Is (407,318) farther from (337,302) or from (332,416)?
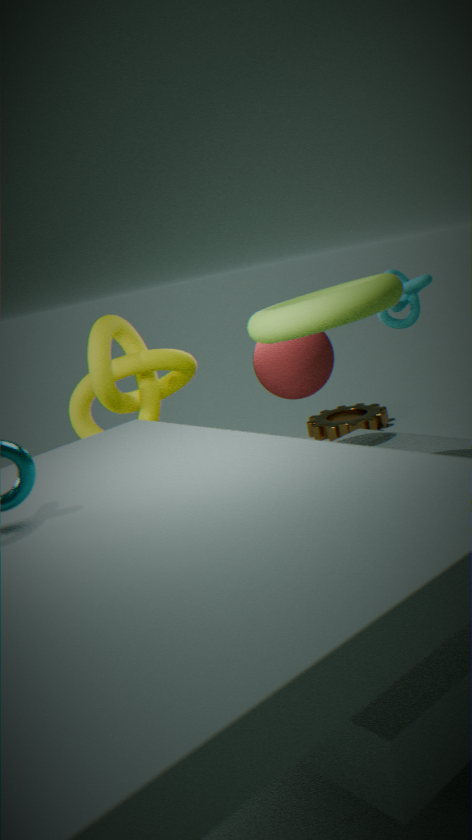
(332,416)
